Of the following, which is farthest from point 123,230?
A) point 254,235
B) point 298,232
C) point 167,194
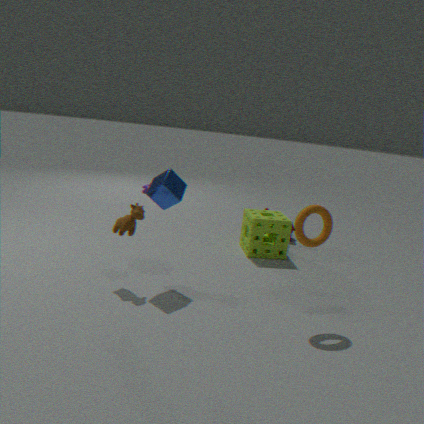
point 254,235
